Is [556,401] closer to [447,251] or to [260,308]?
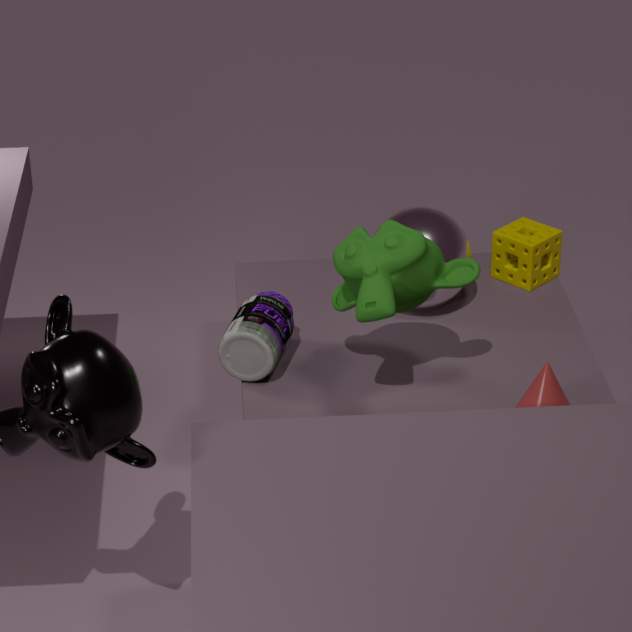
[447,251]
